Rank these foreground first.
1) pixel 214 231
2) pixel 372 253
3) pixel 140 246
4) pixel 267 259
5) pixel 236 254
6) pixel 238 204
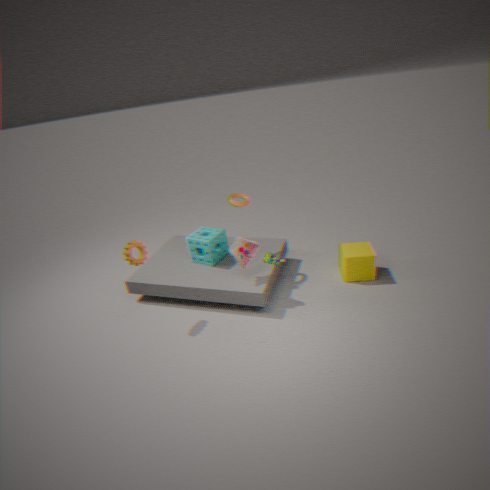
1. 3. pixel 140 246
2. 5. pixel 236 254
3. 2. pixel 372 253
4. 6. pixel 238 204
5. 4. pixel 267 259
6. 1. pixel 214 231
